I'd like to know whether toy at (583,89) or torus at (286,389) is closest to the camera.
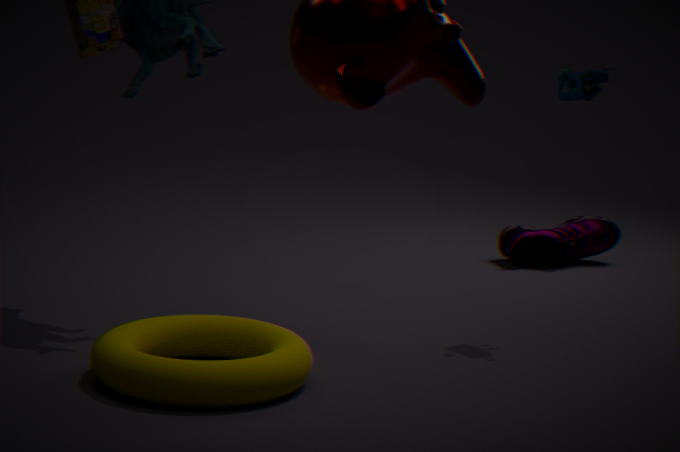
torus at (286,389)
